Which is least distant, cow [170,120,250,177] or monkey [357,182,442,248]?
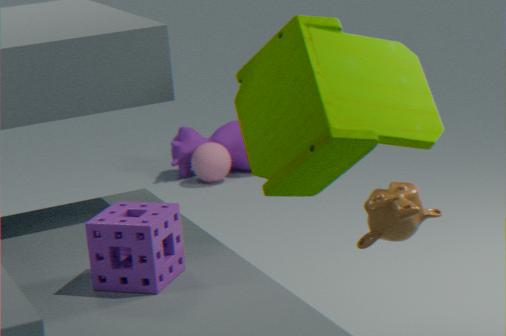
monkey [357,182,442,248]
